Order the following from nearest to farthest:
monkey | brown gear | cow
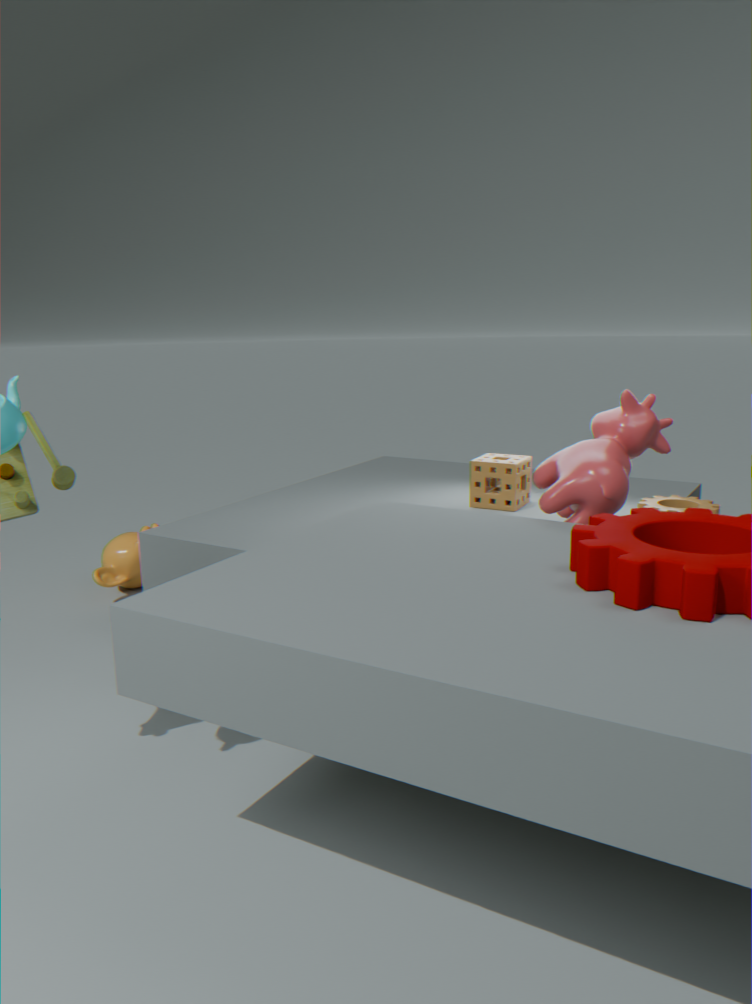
cow → brown gear → monkey
